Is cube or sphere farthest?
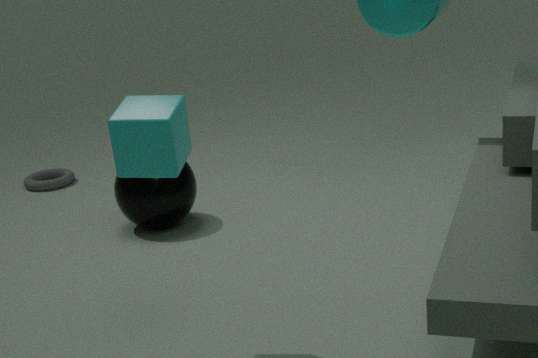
sphere
